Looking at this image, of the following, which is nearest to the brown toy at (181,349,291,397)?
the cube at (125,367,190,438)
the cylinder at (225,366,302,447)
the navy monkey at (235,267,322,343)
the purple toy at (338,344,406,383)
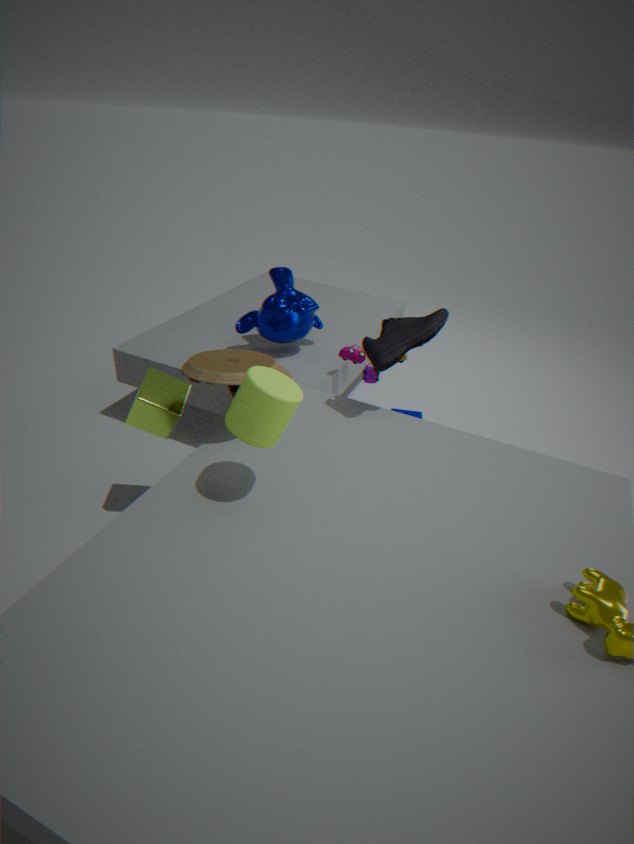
the cube at (125,367,190,438)
